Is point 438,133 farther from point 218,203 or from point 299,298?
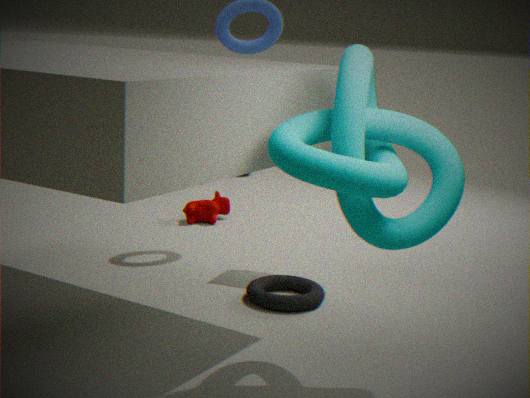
point 218,203
